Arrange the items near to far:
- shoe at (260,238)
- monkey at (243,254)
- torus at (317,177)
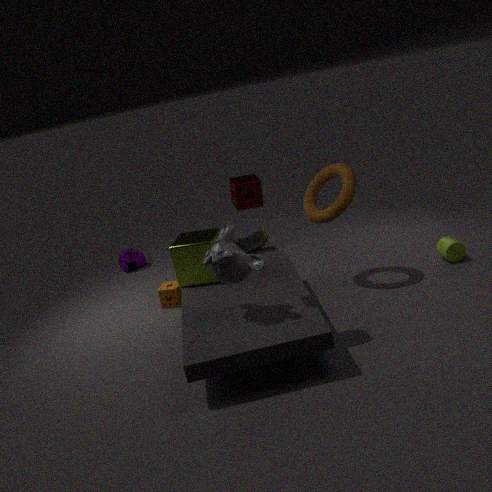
1. monkey at (243,254)
2. torus at (317,177)
3. shoe at (260,238)
